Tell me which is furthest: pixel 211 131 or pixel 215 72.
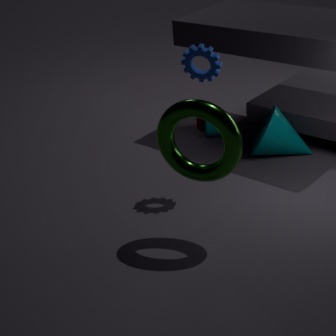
pixel 211 131
